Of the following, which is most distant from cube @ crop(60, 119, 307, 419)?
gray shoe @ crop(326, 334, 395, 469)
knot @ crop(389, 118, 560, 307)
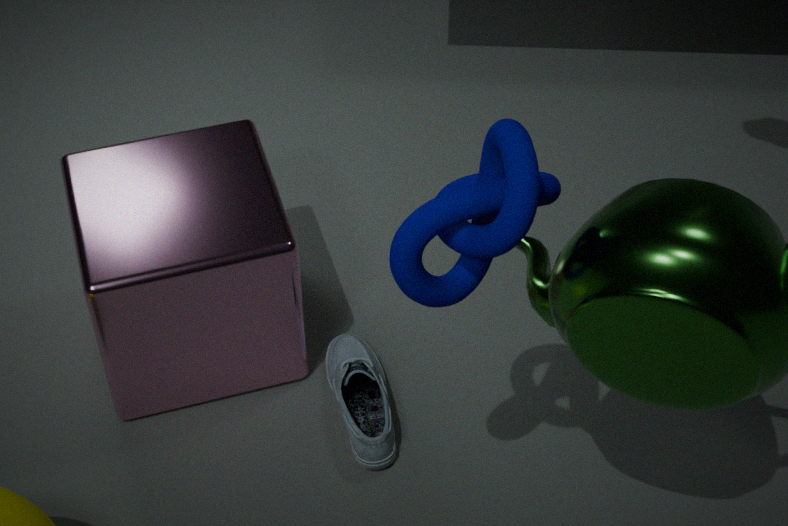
knot @ crop(389, 118, 560, 307)
